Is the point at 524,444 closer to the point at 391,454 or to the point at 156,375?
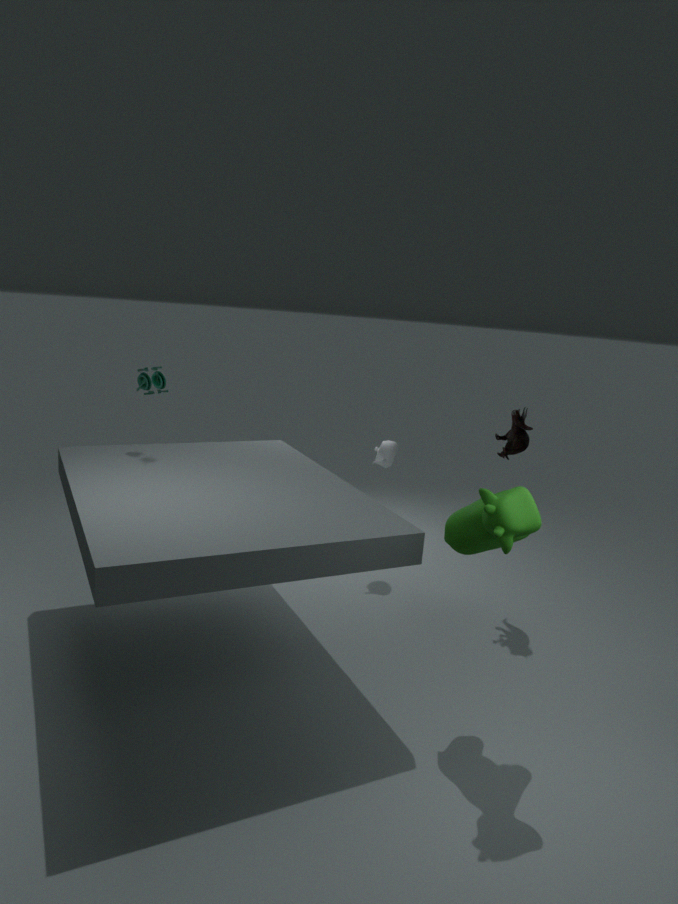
the point at 391,454
